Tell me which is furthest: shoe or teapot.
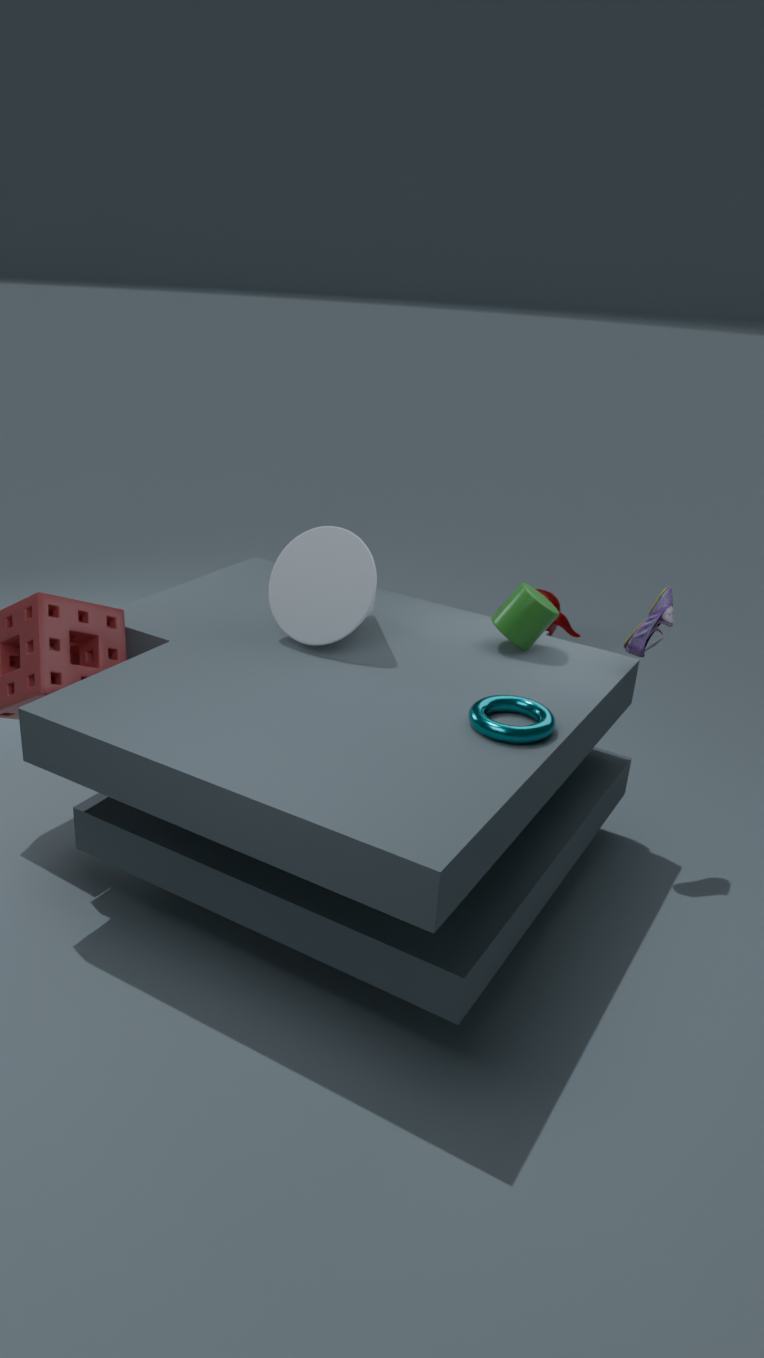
teapot
